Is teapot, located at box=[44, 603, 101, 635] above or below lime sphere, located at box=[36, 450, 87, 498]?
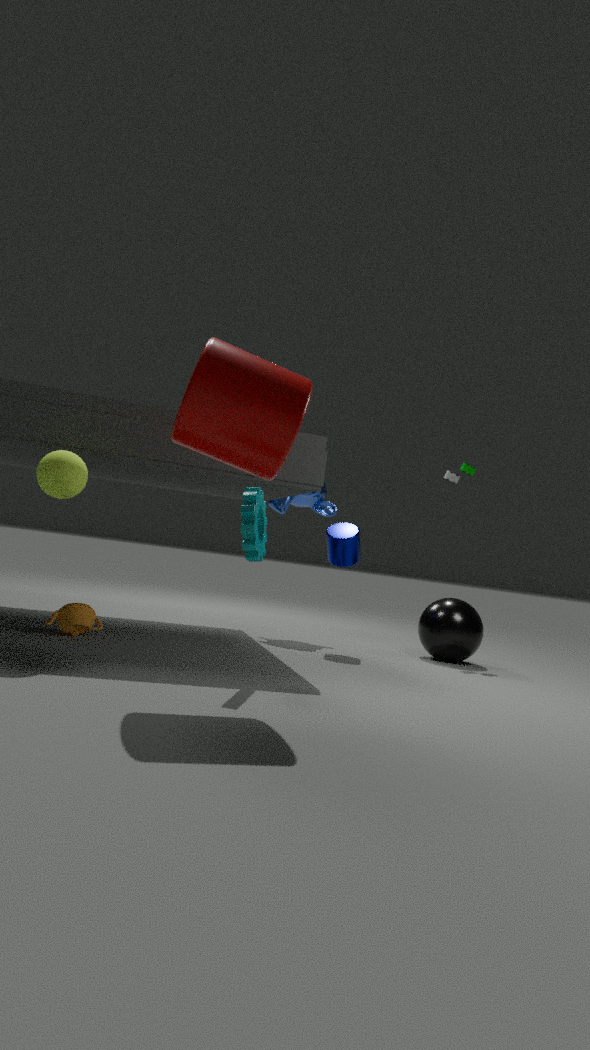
below
